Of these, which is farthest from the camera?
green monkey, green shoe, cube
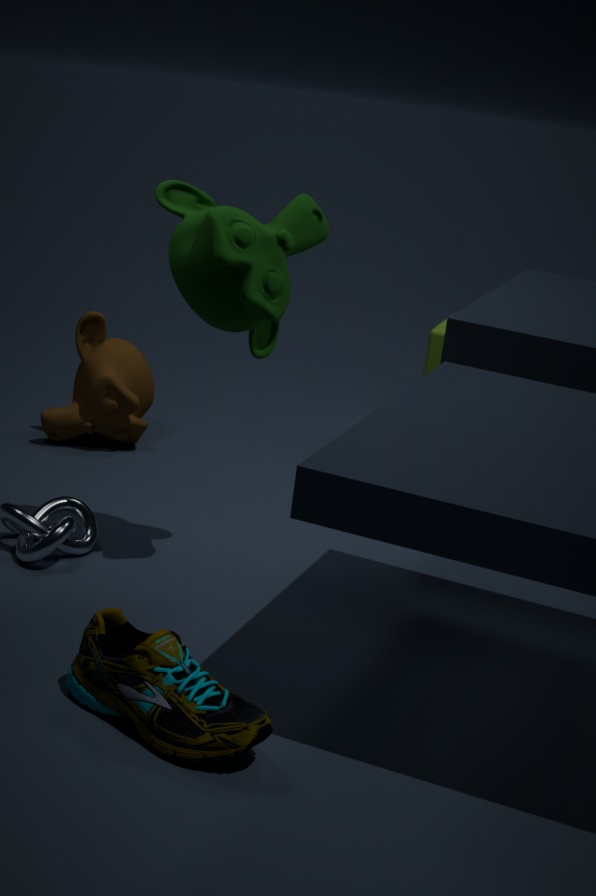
cube
